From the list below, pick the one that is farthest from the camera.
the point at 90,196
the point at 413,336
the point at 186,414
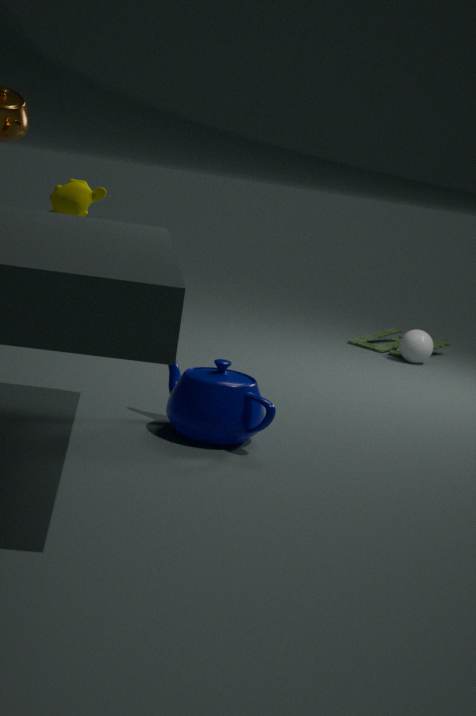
the point at 413,336
